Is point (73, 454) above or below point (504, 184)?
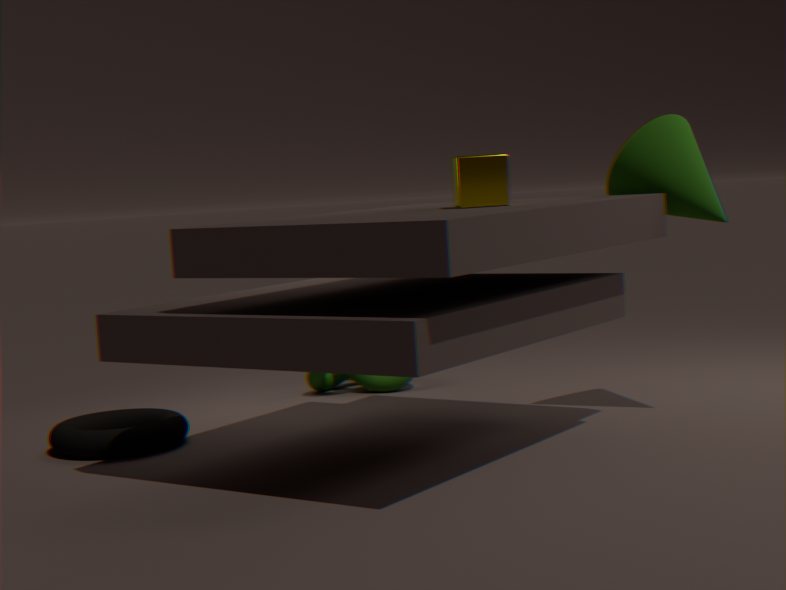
below
